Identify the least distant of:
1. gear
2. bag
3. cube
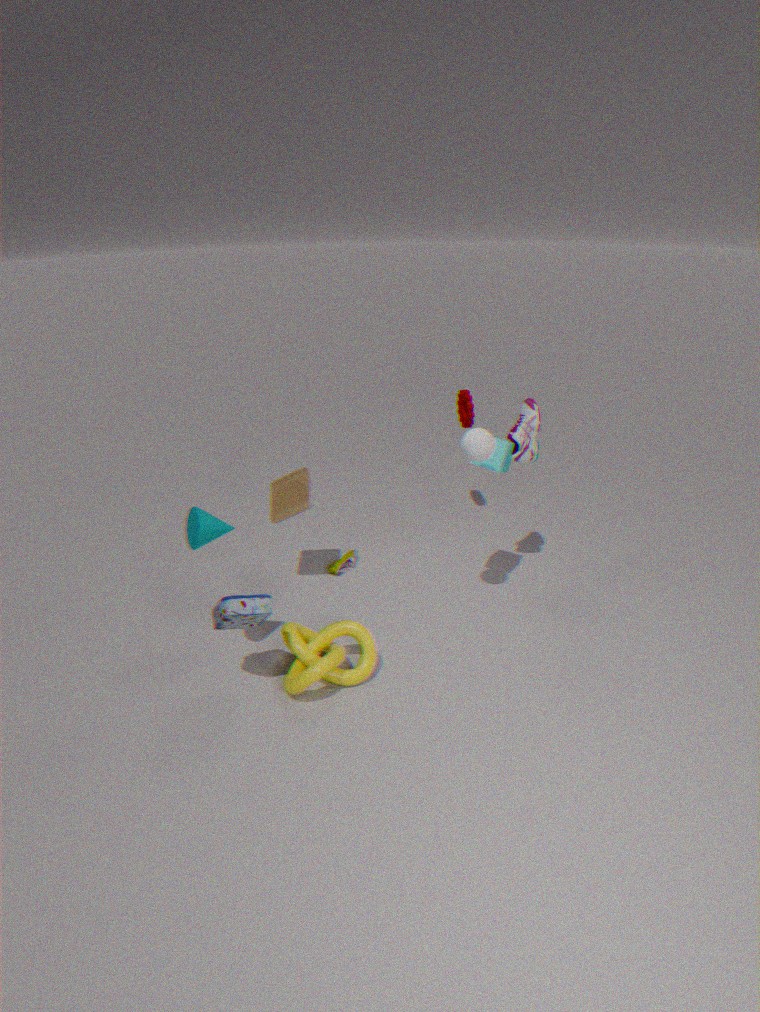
bag
